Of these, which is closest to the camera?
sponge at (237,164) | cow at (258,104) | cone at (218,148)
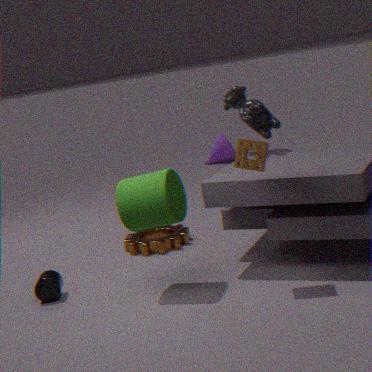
sponge at (237,164)
